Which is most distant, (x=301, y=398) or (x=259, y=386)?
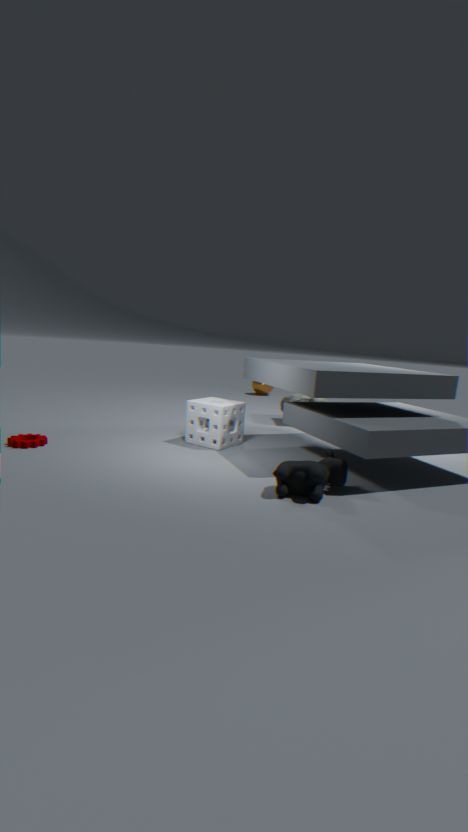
(x=259, y=386)
